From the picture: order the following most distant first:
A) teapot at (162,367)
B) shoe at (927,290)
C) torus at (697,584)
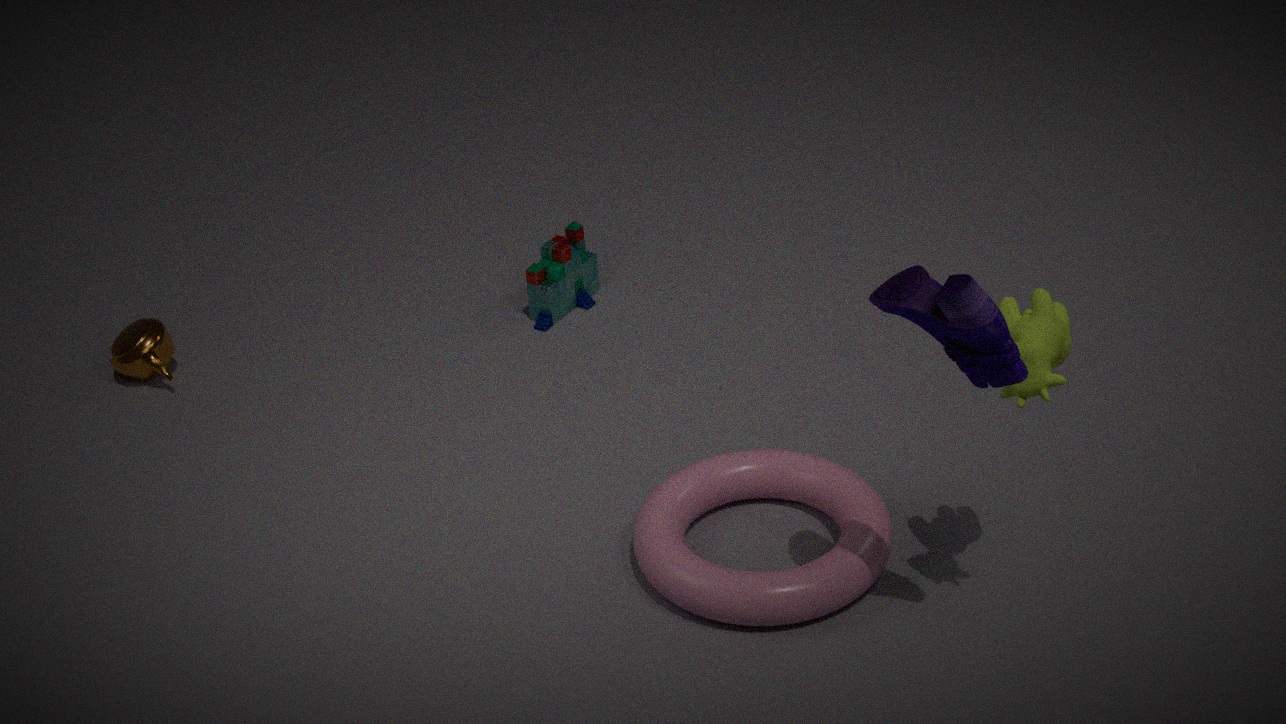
1. teapot at (162,367)
2. torus at (697,584)
3. shoe at (927,290)
